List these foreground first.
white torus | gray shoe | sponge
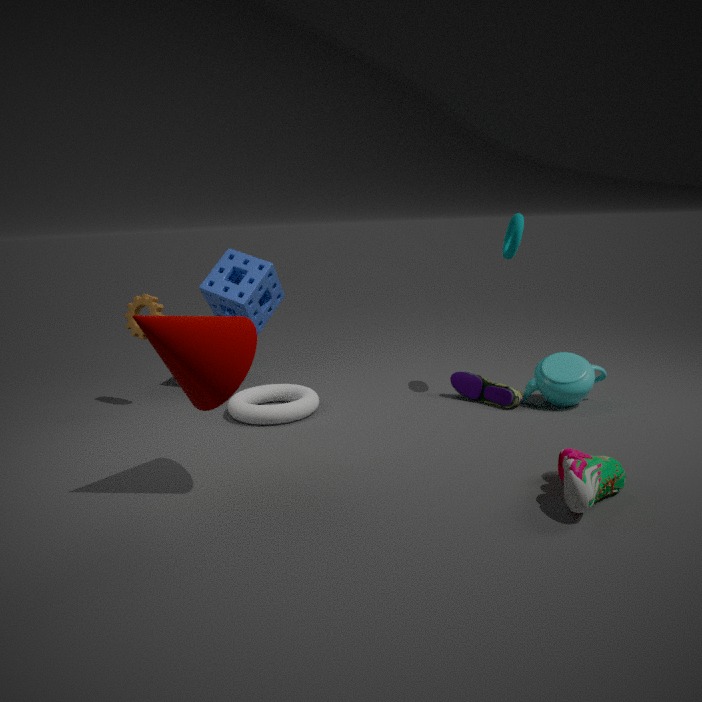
1. gray shoe
2. white torus
3. sponge
